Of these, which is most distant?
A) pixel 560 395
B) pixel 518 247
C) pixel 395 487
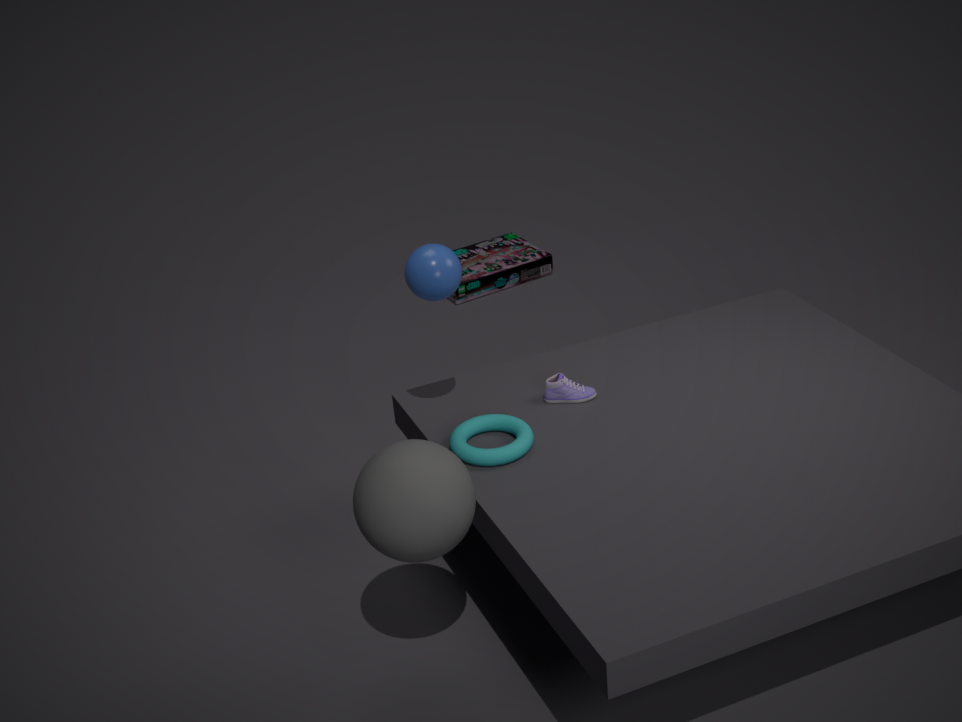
pixel 518 247
